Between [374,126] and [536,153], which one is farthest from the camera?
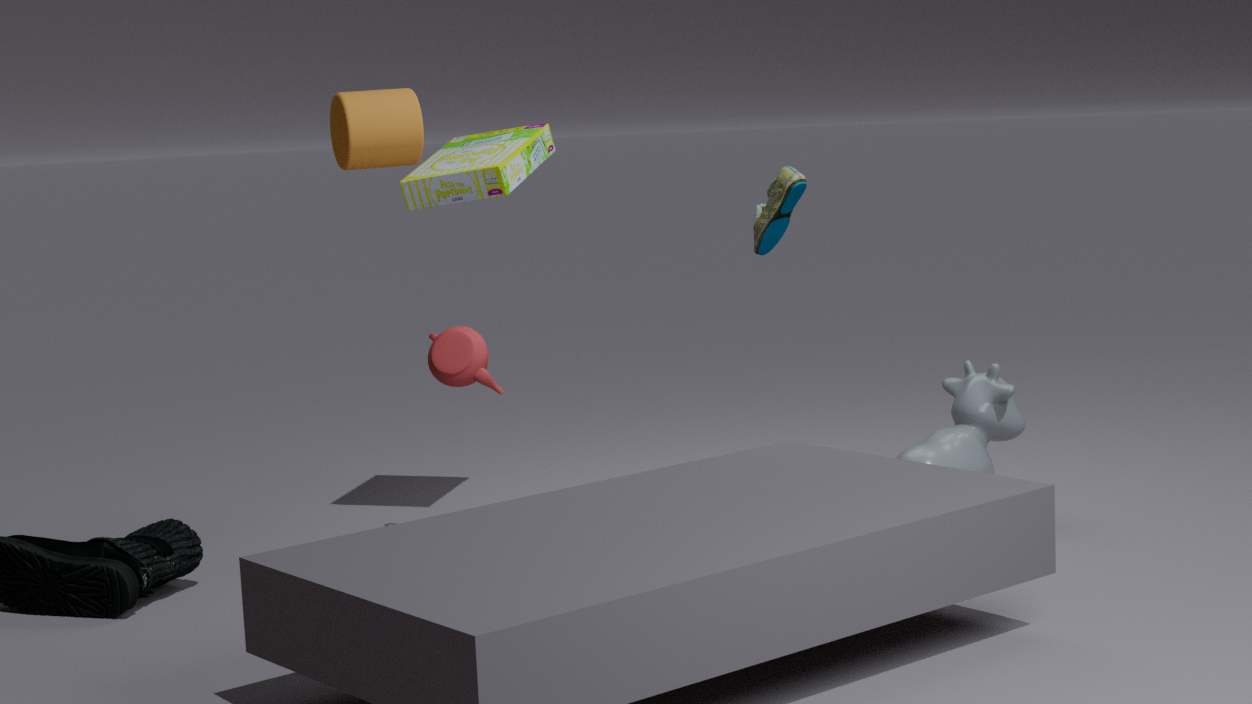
[536,153]
